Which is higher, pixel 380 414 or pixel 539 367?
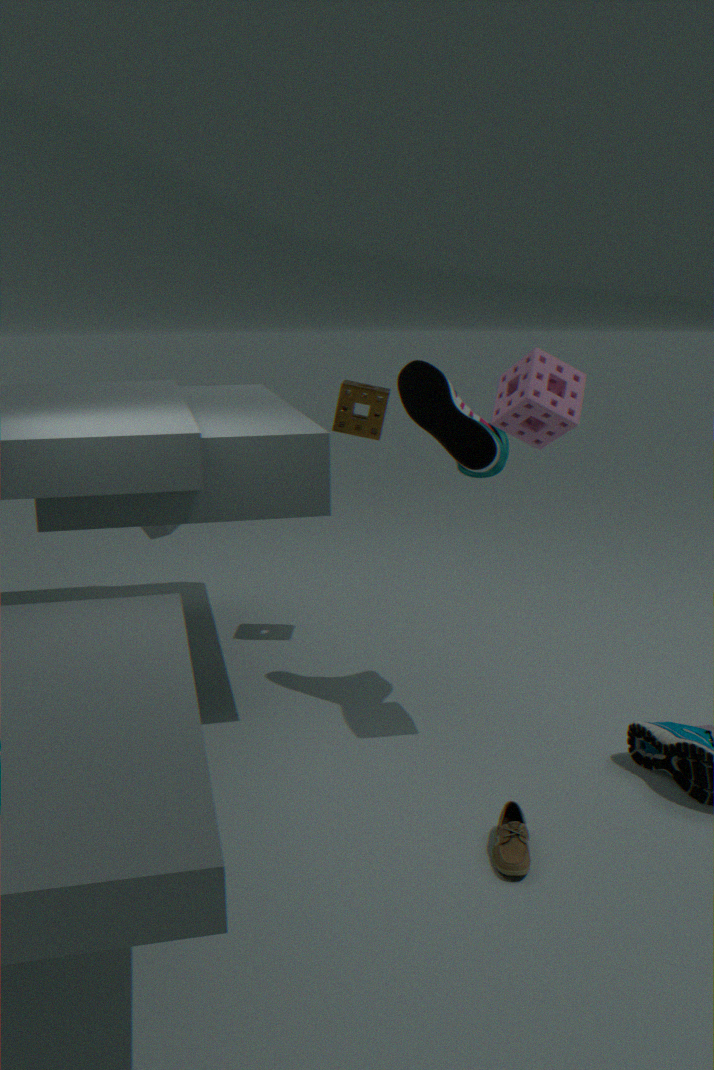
pixel 539 367
